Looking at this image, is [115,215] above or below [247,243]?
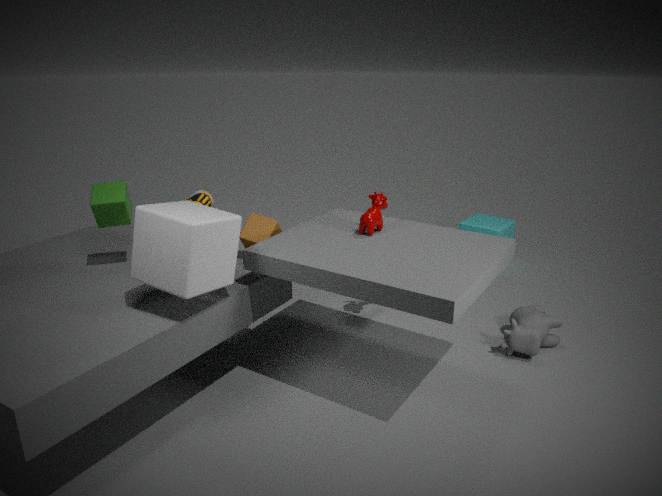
above
